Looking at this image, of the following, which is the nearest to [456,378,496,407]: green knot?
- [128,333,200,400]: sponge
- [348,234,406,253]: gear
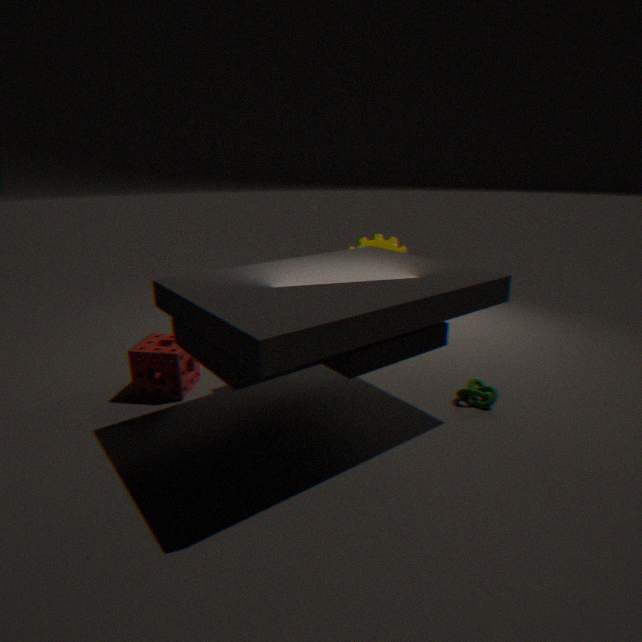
[348,234,406,253]: gear
